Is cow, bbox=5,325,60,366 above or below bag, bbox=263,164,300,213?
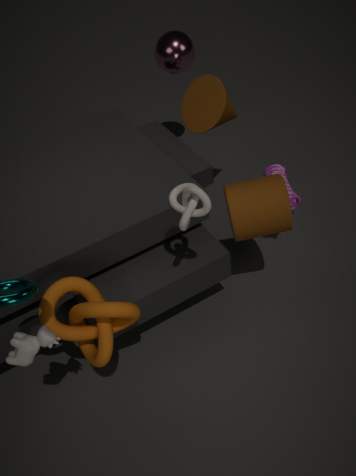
above
